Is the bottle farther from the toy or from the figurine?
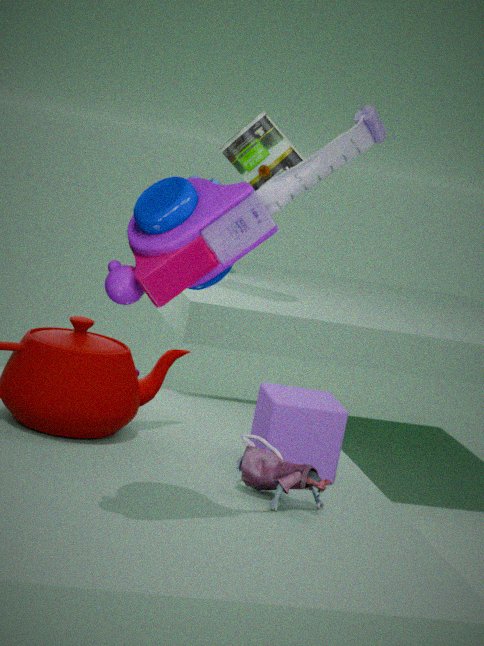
the toy
